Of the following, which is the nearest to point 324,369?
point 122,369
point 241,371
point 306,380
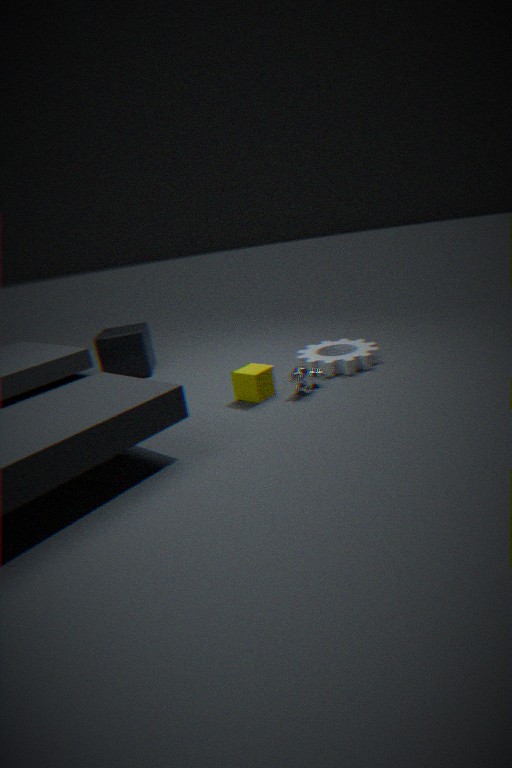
point 306,380
